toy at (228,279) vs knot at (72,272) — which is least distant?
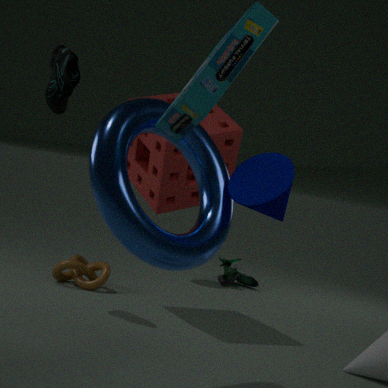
knot at (72,272)
